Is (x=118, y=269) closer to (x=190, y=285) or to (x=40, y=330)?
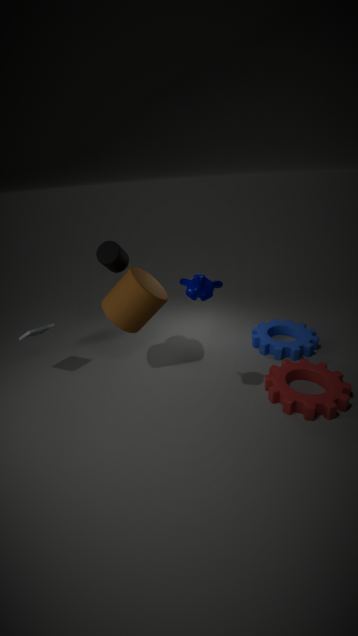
(x=190, y=285)
